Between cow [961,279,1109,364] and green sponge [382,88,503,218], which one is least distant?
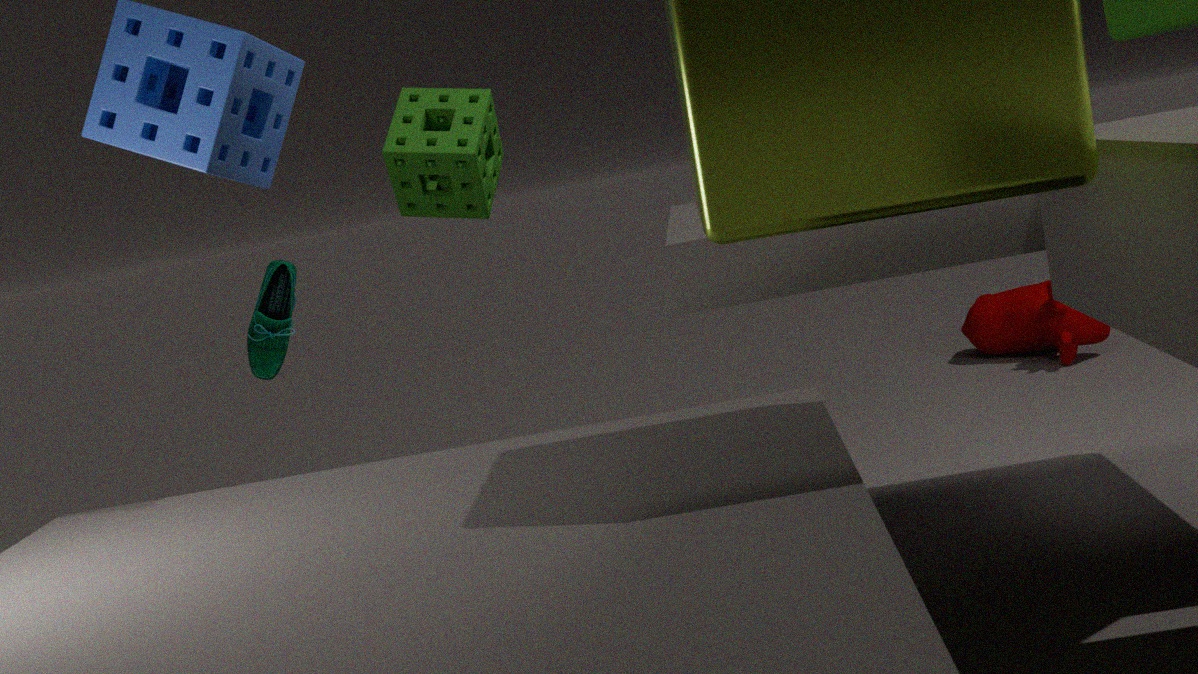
green sponge [382,88,503,218]
